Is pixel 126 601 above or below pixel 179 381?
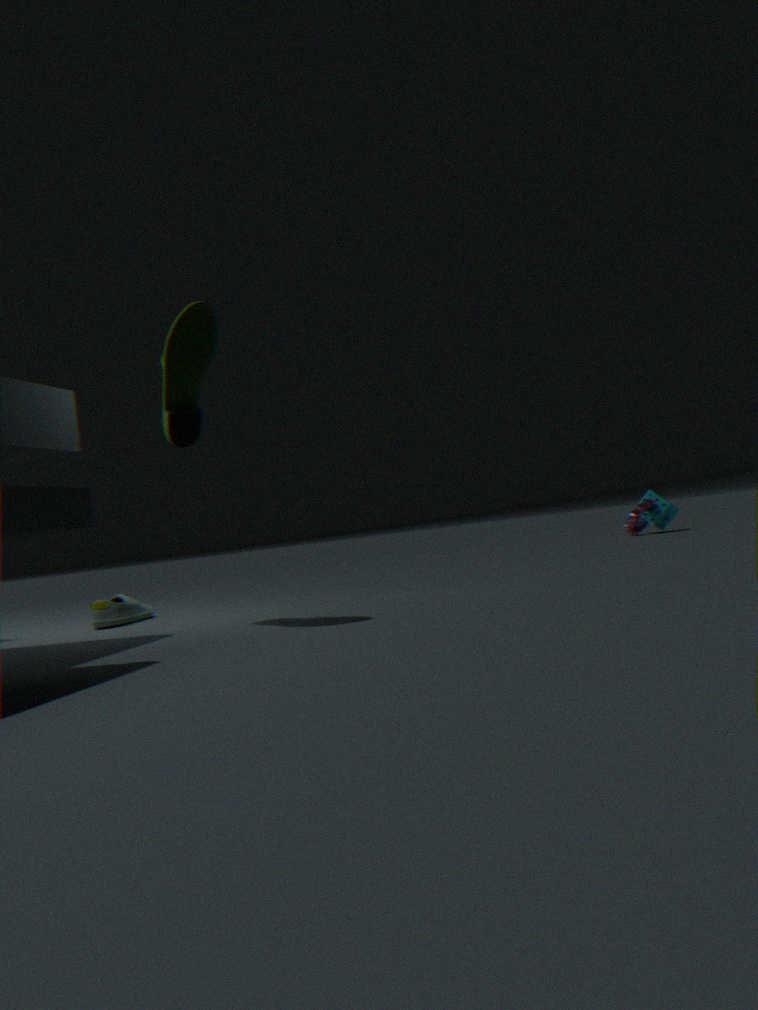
below
